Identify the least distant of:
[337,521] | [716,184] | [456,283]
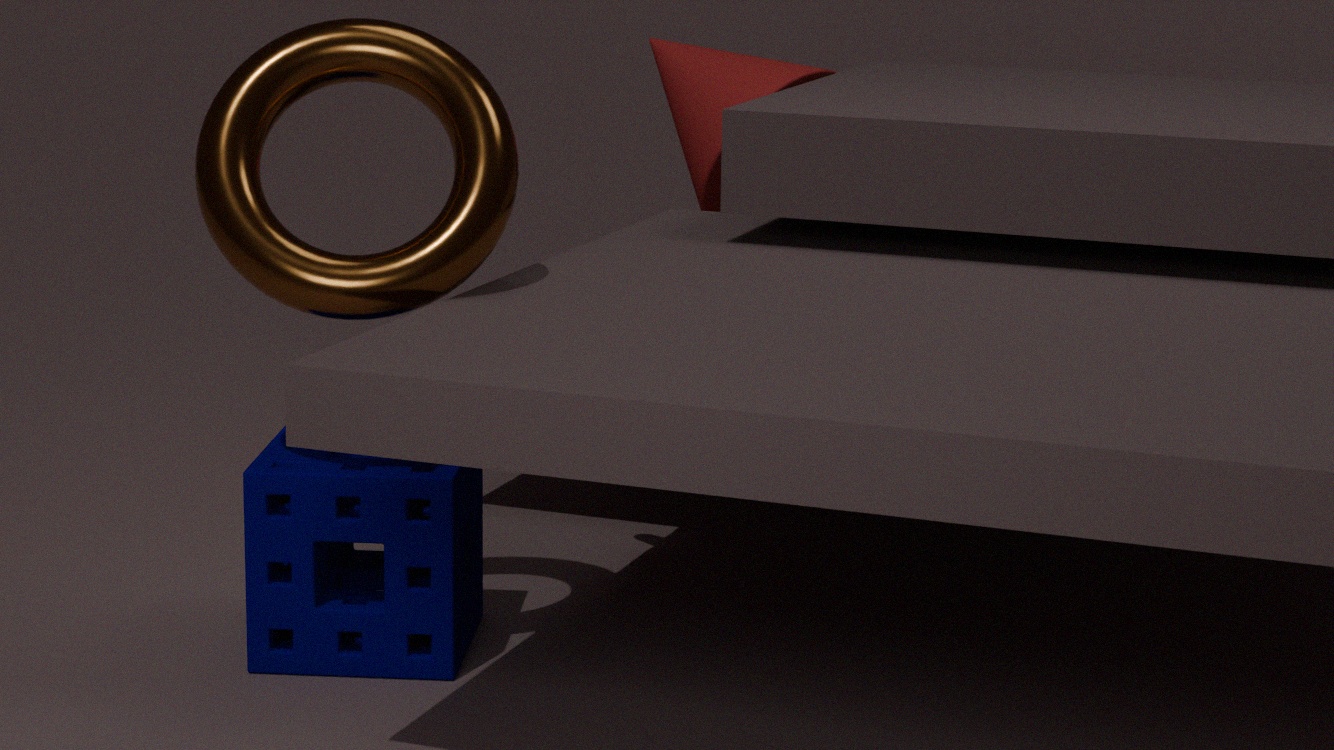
[456,283]
